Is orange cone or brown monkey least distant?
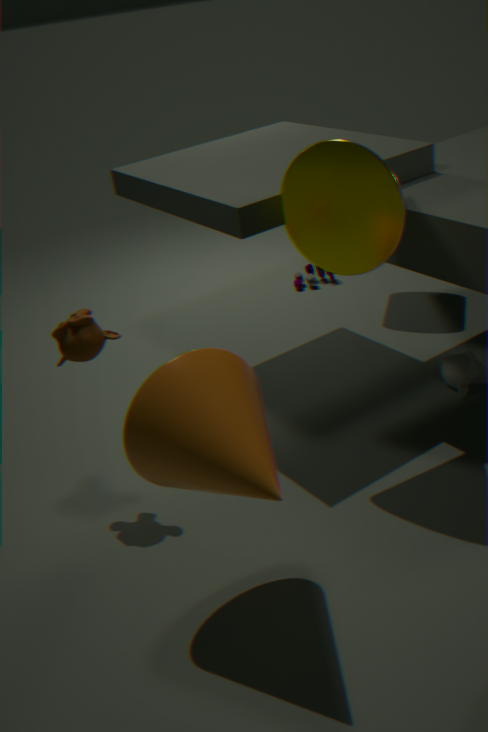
orange cone
